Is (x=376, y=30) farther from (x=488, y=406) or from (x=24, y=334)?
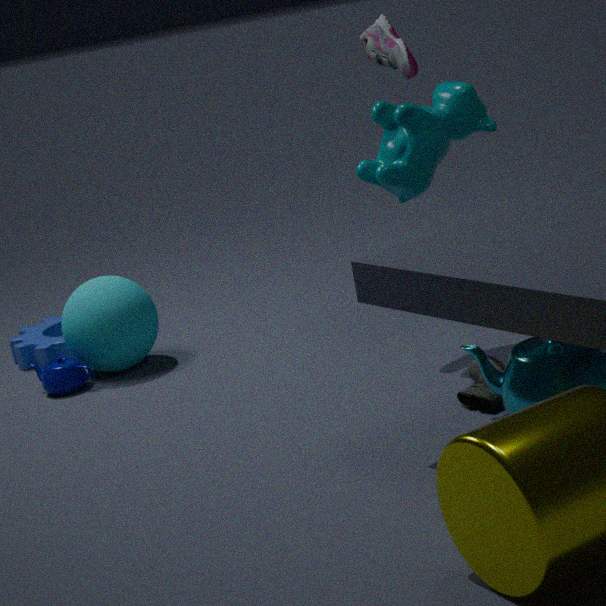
(x=24, y=334)
